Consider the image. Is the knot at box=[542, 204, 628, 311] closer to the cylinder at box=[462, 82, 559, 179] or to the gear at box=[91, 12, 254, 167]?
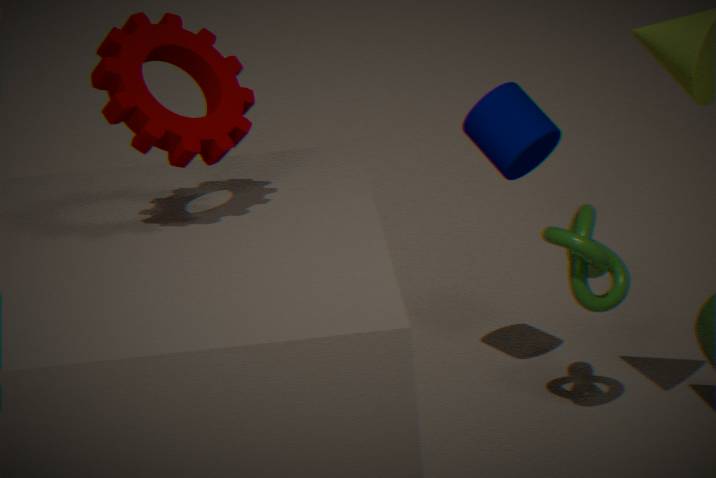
Answer: the cylinder at box=[462, 82, 559, 179]
